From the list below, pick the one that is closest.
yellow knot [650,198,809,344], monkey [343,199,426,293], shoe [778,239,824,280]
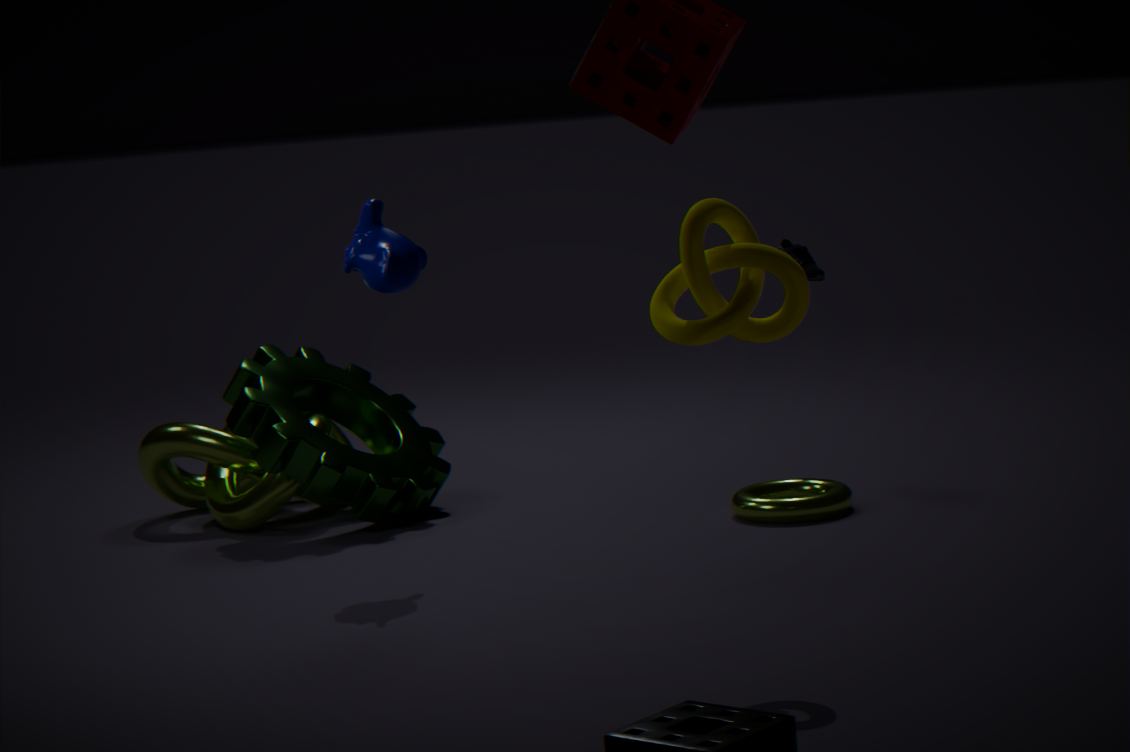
yellow knot [650,198,809,344]
